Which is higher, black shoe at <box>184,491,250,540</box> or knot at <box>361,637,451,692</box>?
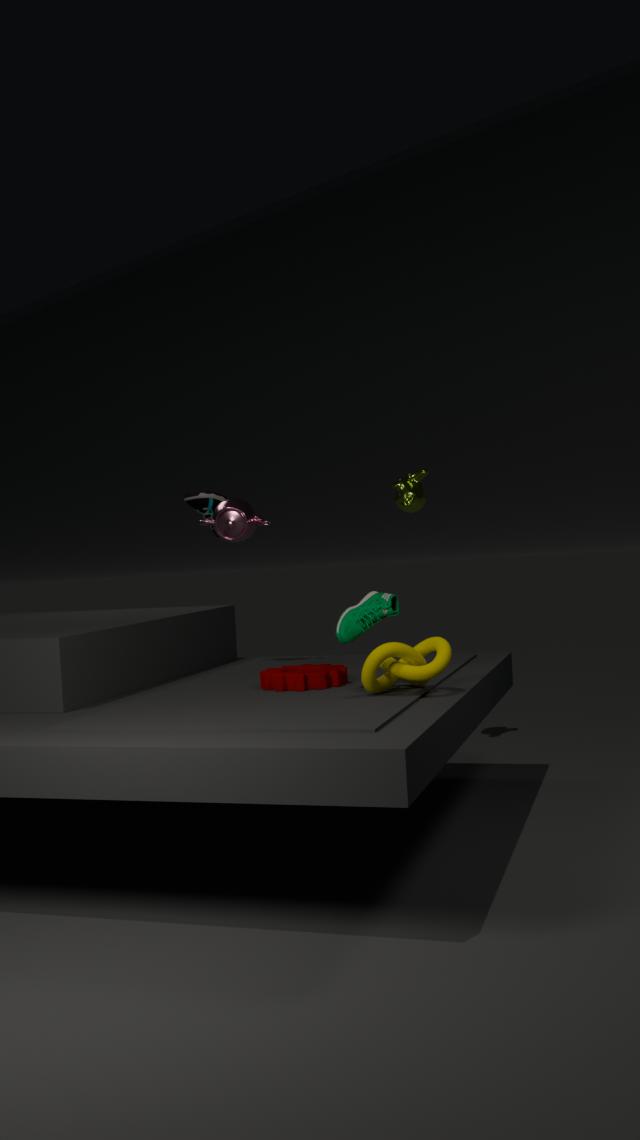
black shoe at <box>184,491,250,540</box>
